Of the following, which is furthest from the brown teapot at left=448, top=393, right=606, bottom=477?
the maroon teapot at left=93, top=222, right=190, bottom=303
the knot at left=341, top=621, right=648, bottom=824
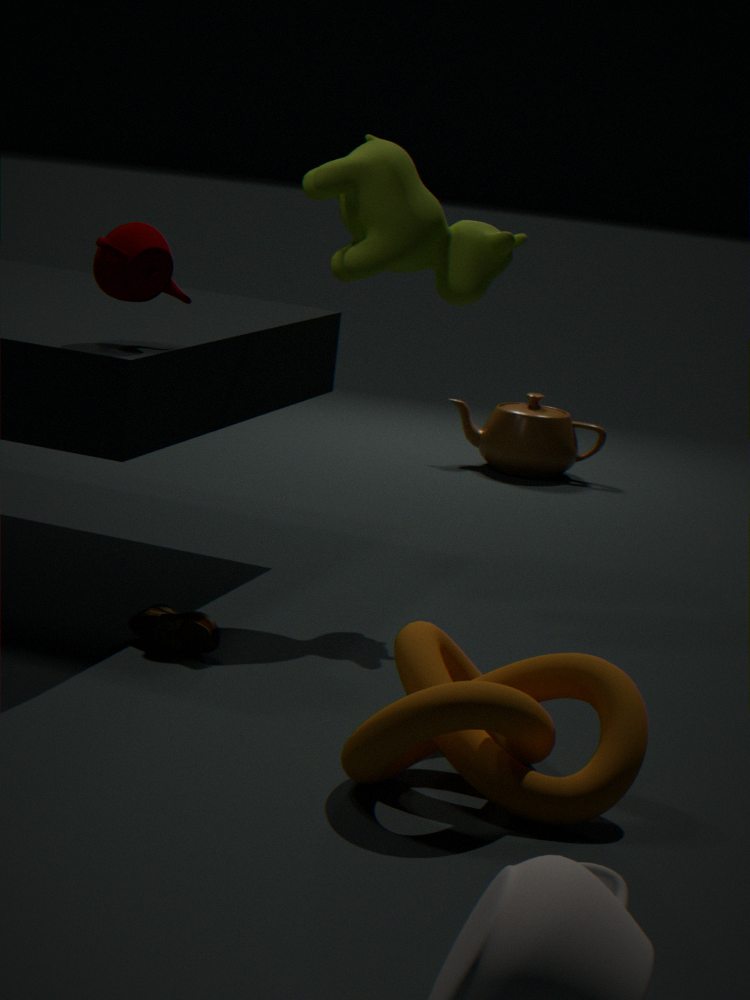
the knot at left=341, top=621, right=648, bottom=824
